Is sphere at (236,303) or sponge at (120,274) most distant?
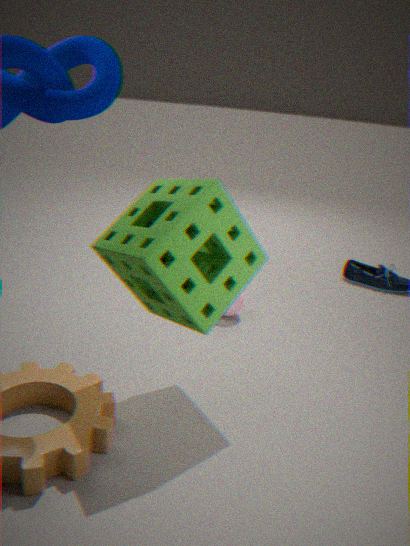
sphere at (236,303)
